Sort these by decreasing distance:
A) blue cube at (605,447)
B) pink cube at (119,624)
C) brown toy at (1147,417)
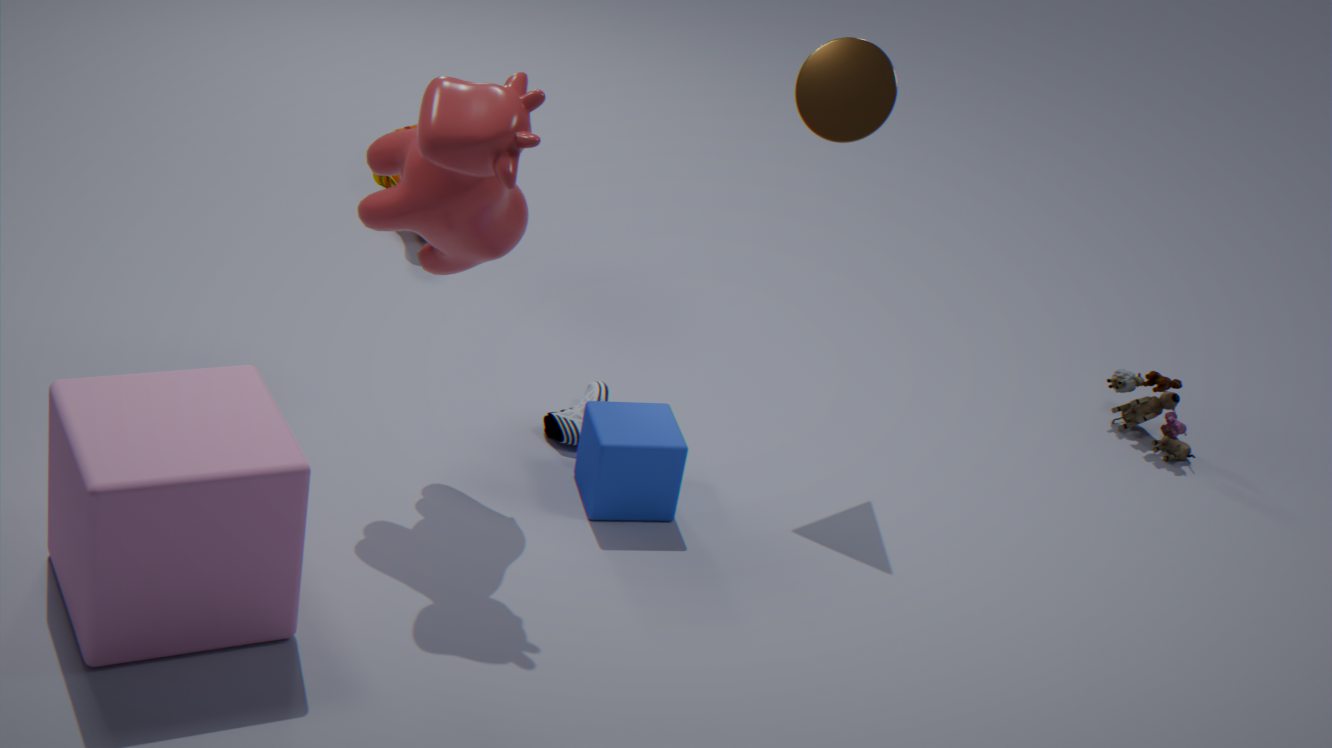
brown toy at (1147,417) < blue cube at (605,447) < pink cube at (119,624)
